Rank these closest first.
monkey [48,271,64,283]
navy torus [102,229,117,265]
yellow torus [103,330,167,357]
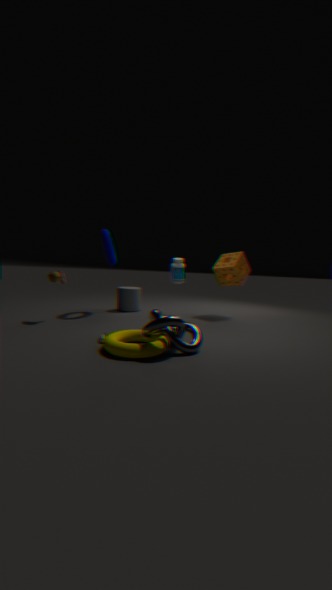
yellow torus [103,330,167,357] < monkey [48,271,64,283] < navy torus [102,229,117,265]
